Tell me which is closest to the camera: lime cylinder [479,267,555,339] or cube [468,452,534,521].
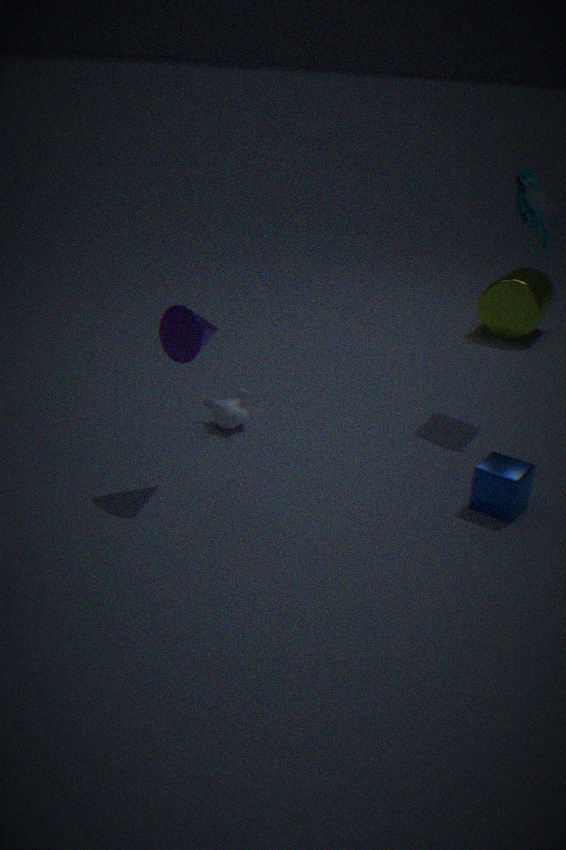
cube [468,452,534,521]
